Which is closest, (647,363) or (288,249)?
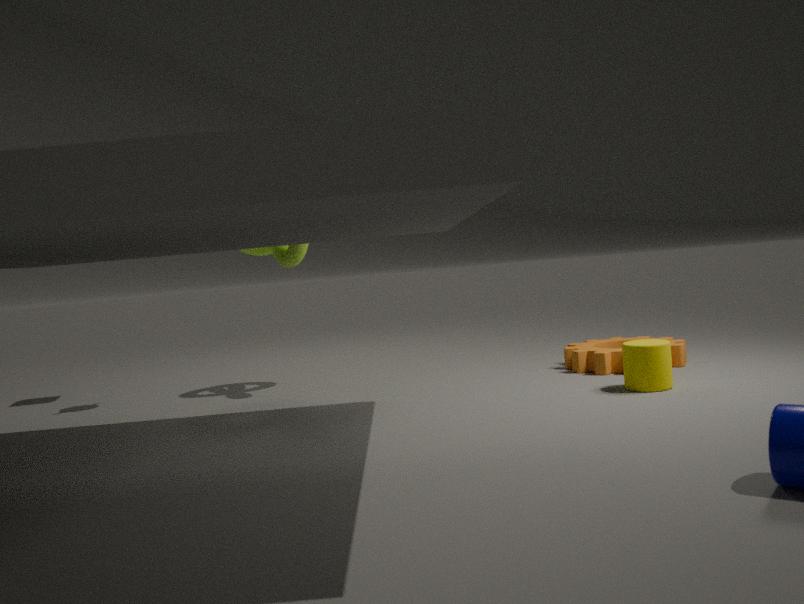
(647,363)
